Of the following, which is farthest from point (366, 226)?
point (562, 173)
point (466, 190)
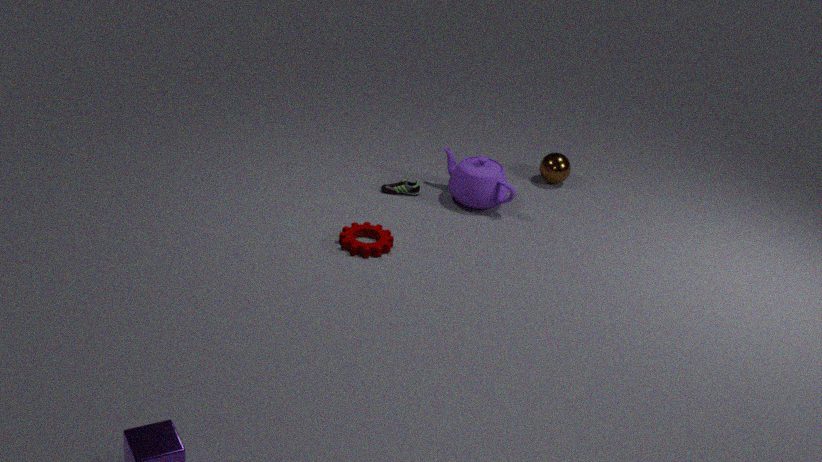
point (562, 173)
